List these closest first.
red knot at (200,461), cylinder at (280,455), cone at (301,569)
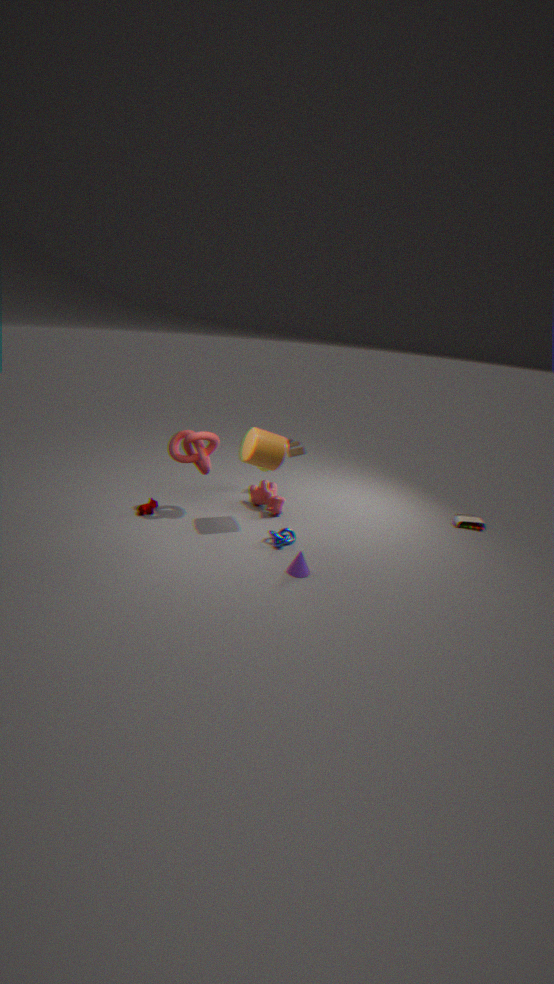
cone at (301,569)
cylinder at (280,455)
red knot at (200,461)
